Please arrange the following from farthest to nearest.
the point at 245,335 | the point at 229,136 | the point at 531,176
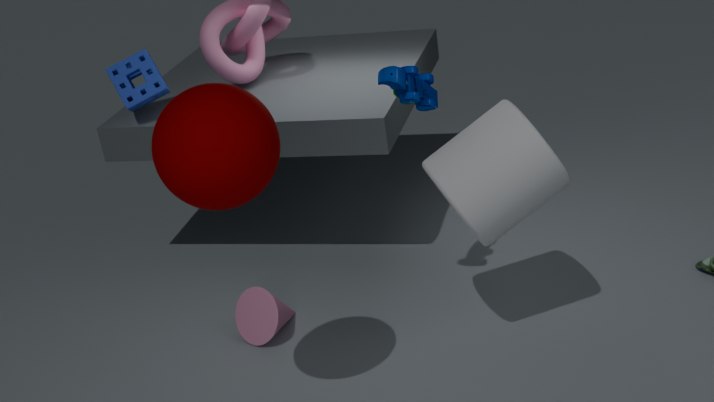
the point at 245,335, the point at 531,176, the point at 229,136
